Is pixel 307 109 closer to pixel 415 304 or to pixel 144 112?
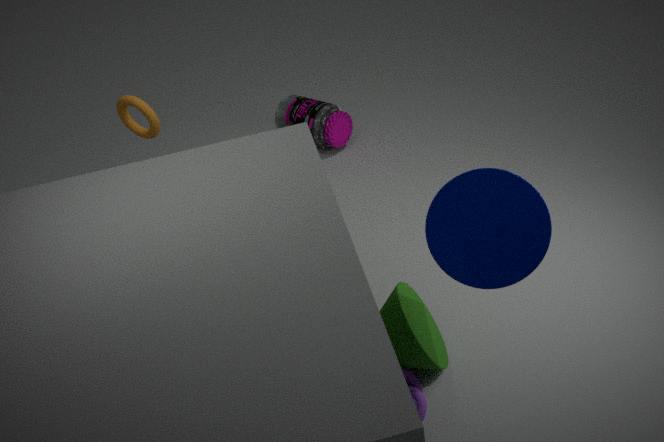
pixel 144 112
